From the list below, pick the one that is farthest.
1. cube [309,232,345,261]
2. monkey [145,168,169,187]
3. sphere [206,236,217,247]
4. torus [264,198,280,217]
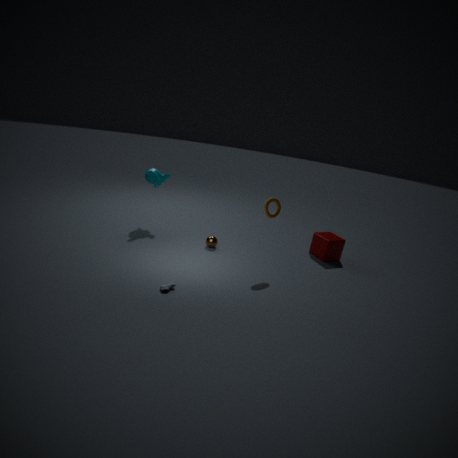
monkey [145,168,169,187]
